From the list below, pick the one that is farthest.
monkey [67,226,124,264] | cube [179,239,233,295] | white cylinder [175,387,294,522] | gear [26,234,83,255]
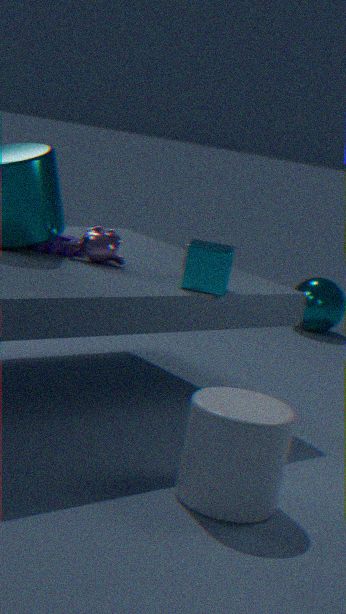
gear [26,234,83,255]
